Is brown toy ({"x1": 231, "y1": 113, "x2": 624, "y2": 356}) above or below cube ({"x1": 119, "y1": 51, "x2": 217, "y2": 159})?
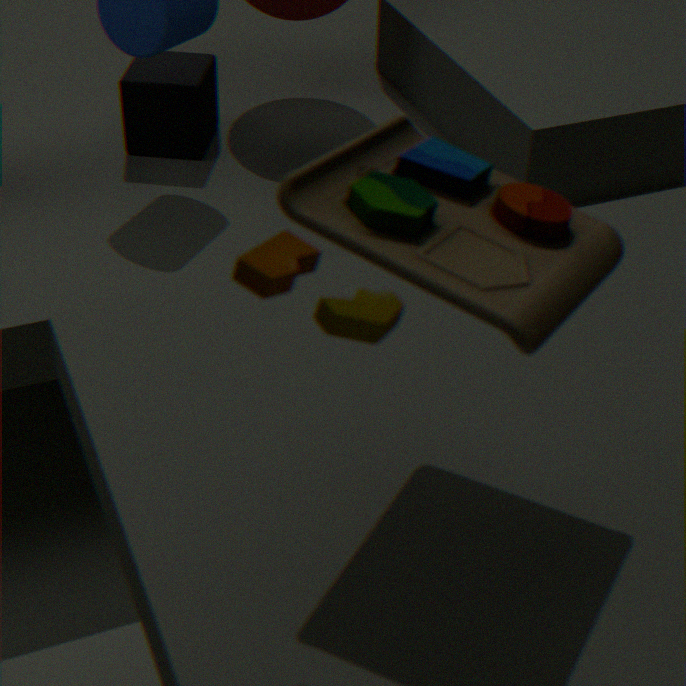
above
